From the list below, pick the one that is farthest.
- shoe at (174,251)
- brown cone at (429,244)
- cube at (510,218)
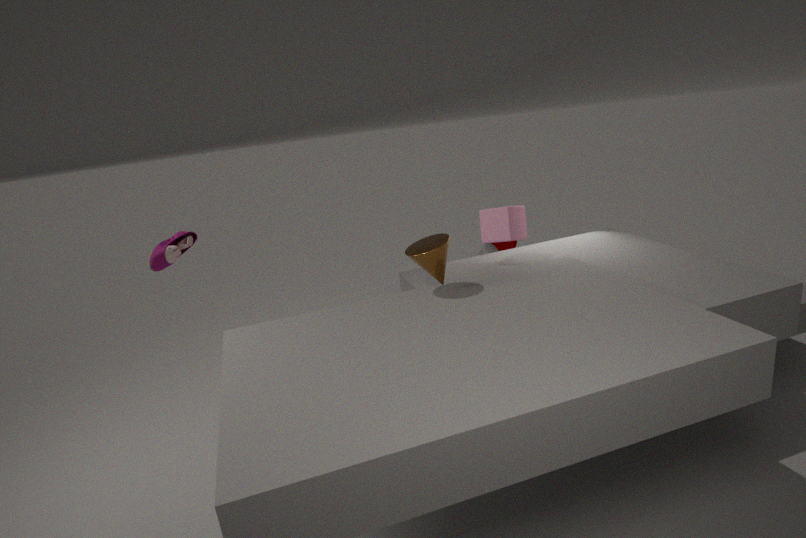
cube at (510,218)
